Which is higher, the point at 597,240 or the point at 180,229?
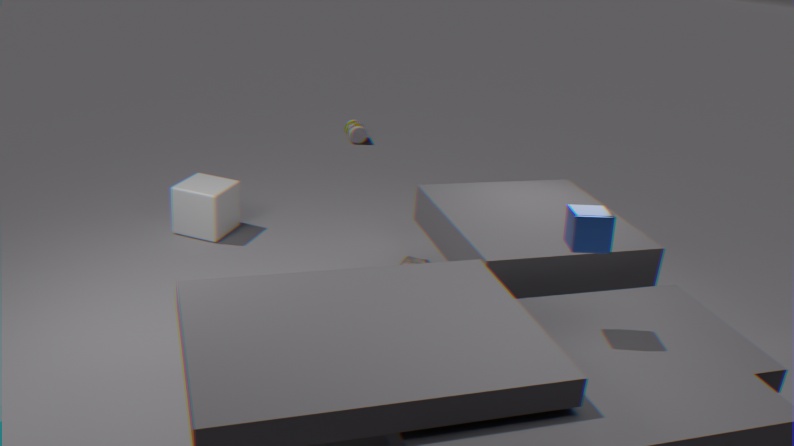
the point at 597,240
